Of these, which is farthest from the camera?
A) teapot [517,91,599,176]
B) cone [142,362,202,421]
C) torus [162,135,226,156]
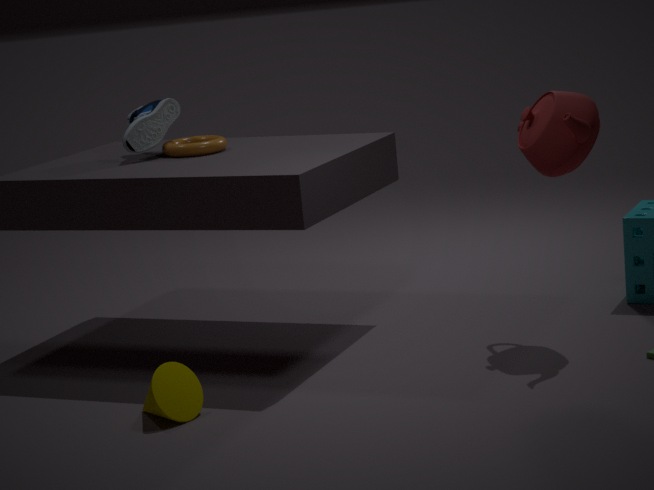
torus [162,135,226,156]
